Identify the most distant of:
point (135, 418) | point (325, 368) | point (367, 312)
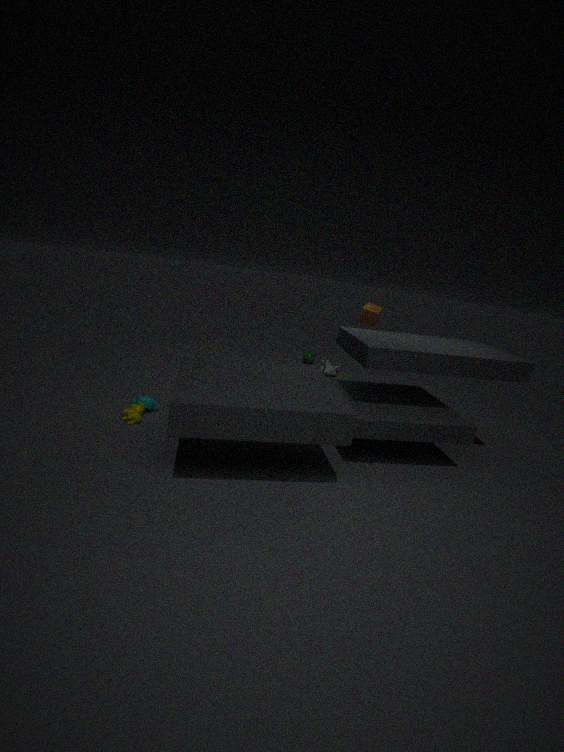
point (325, 368)
